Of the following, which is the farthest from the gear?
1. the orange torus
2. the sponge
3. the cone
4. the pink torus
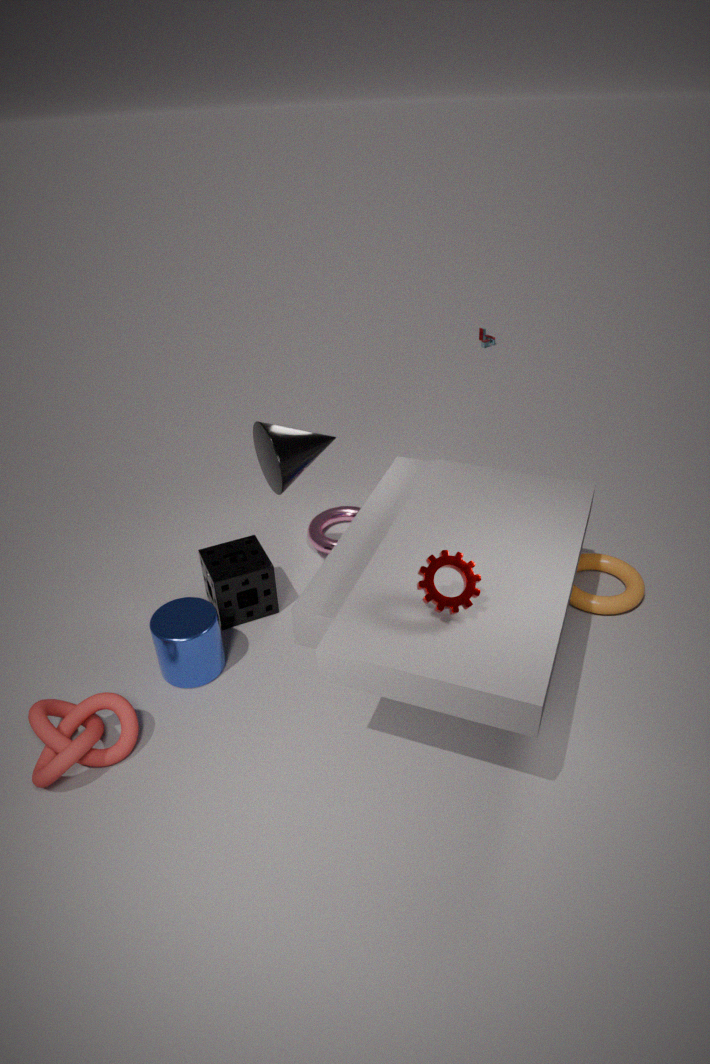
the pink torus
